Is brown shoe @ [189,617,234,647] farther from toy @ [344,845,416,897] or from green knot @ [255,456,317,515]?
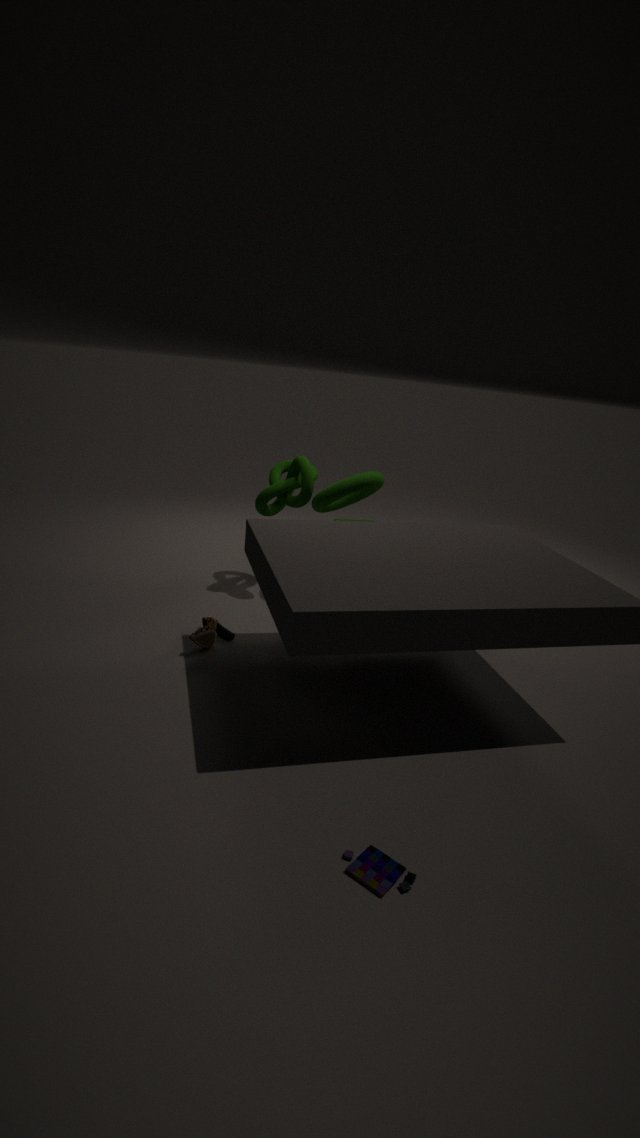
toy @ [344,845,416,897]
